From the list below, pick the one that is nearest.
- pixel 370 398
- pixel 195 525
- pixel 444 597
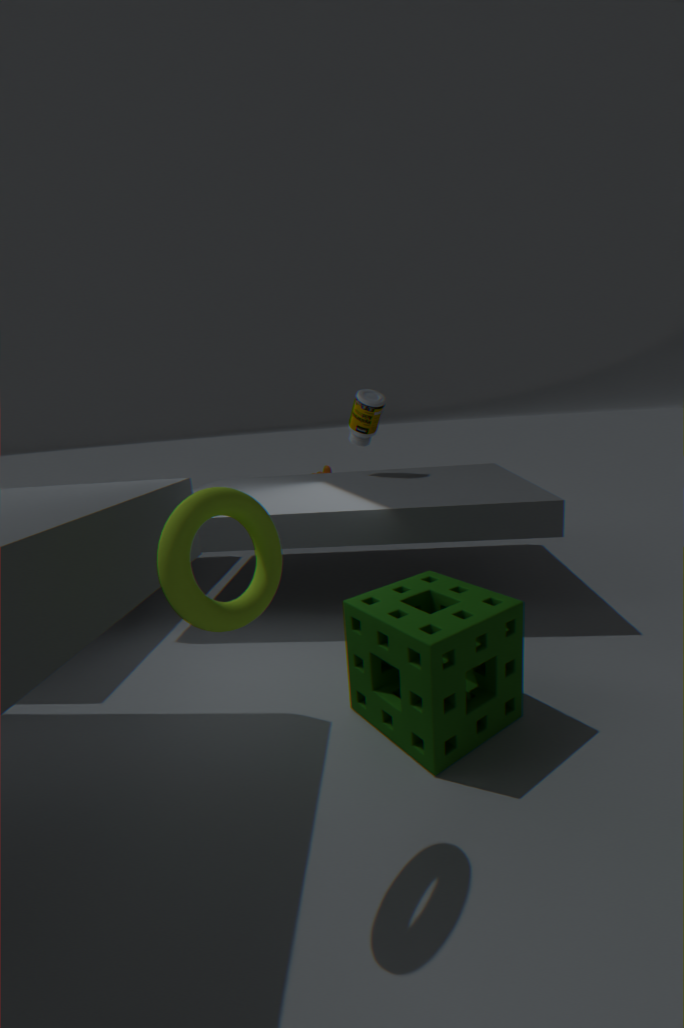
pixel 195 525
